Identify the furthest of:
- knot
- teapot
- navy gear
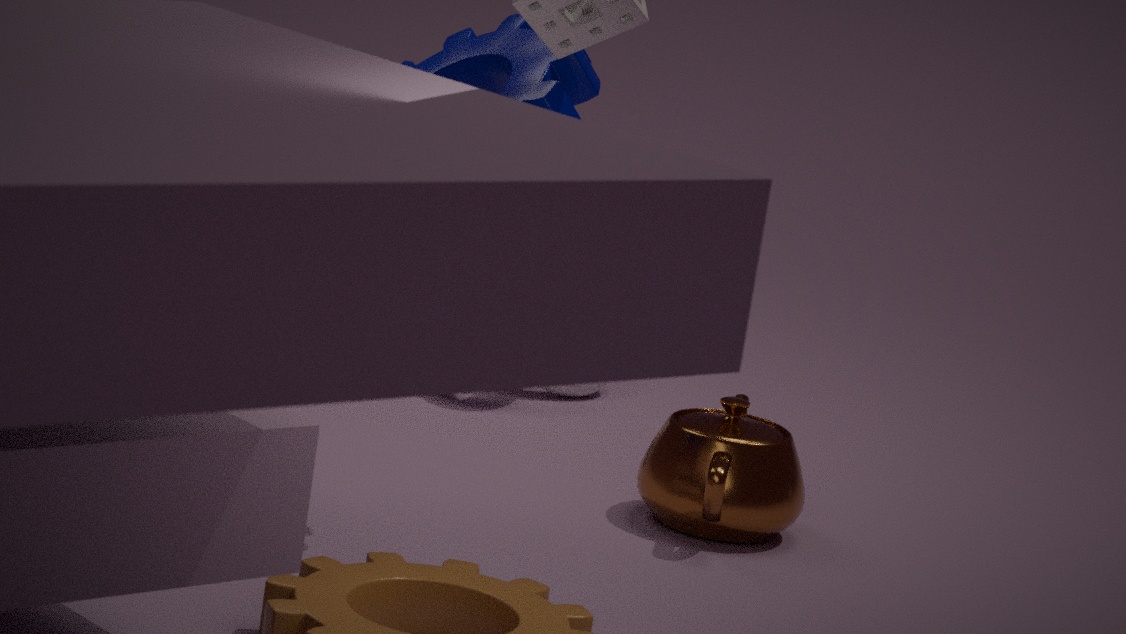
knot
